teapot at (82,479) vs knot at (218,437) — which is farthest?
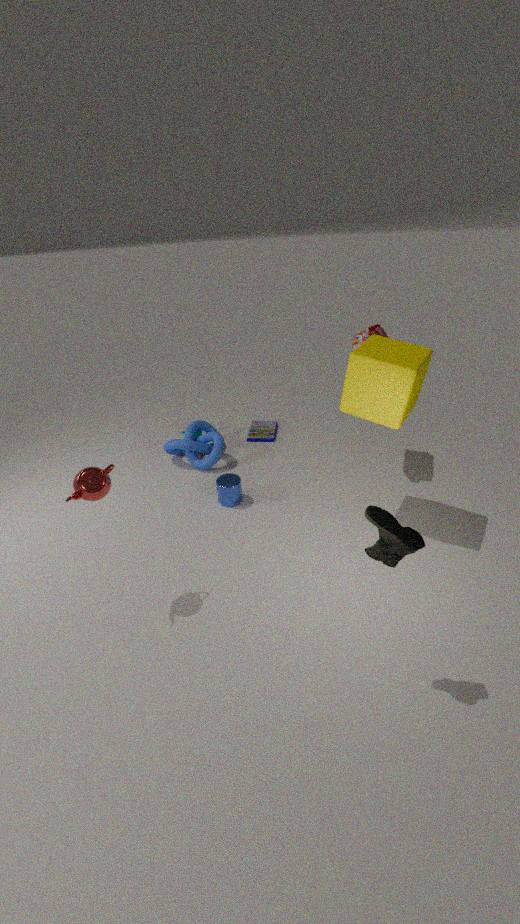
knot at (218,437)
